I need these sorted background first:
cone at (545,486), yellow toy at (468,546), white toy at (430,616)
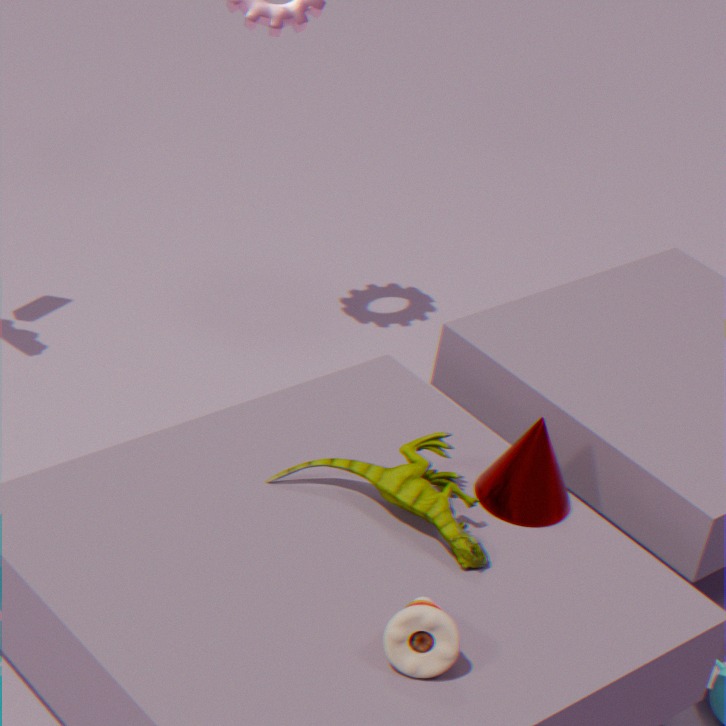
cone at (545,486) < yellow toy at (468,546) < white toy at (430,616)
